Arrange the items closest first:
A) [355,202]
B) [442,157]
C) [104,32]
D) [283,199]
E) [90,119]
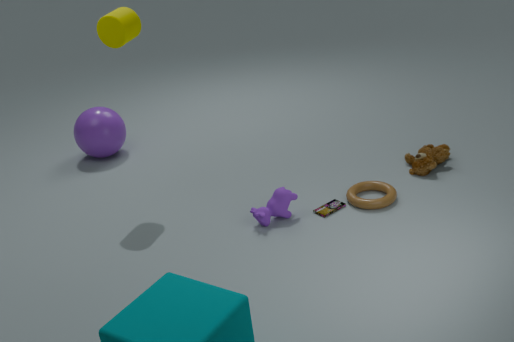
1. [283,199]
2. [355,202]
3. [104,32]
4. [442,157]
5. [90,119]
